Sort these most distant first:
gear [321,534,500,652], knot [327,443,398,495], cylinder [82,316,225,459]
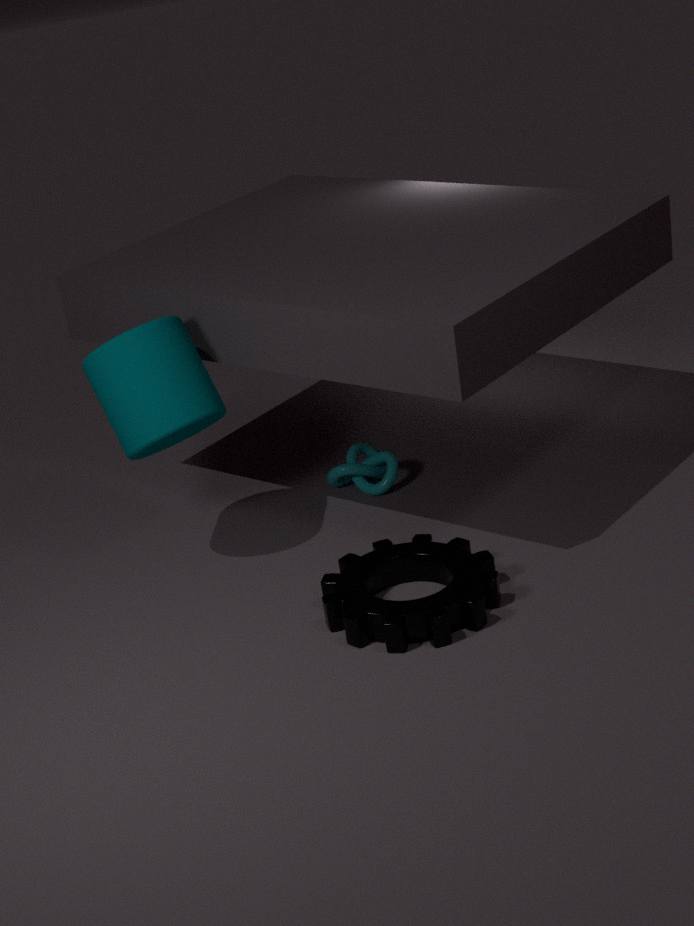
knot [327,443,398,495], cylinder [82,316,225,459], gear [321,534,500,652]
